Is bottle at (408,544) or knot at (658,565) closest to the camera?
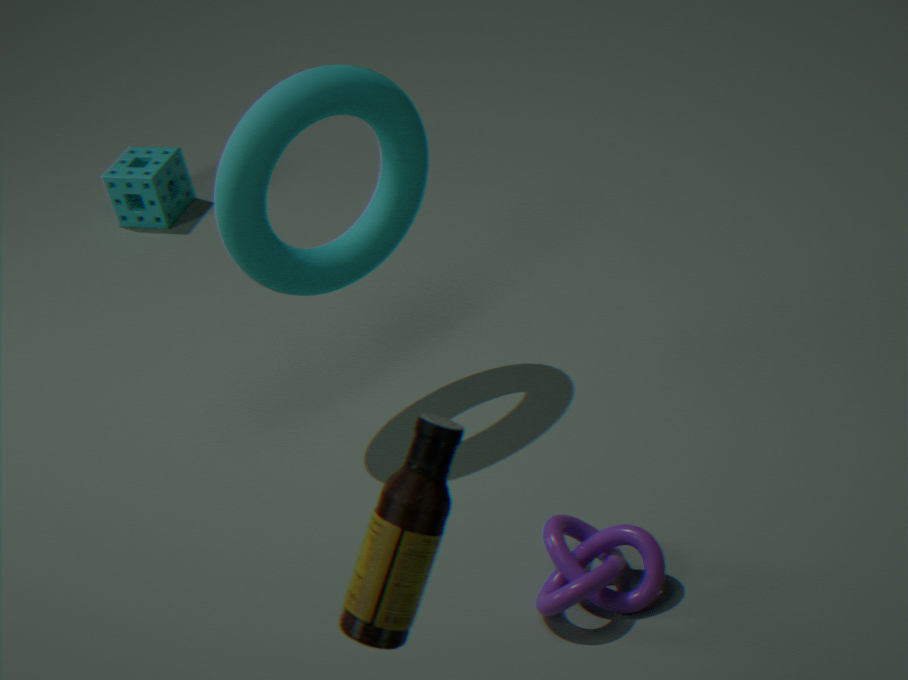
bottle at (408,544)
